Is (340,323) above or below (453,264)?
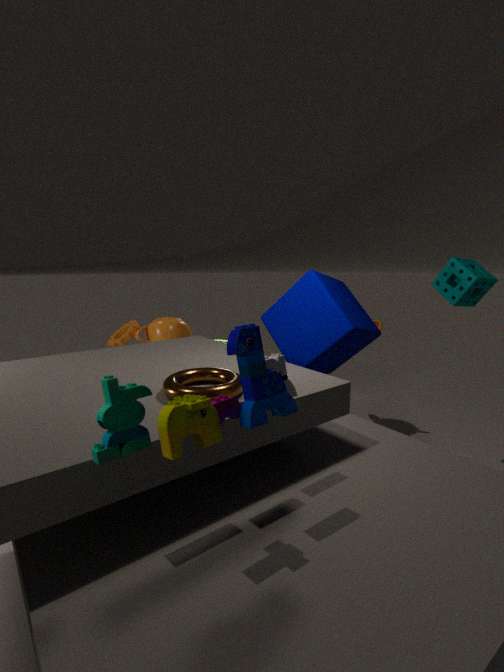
below
